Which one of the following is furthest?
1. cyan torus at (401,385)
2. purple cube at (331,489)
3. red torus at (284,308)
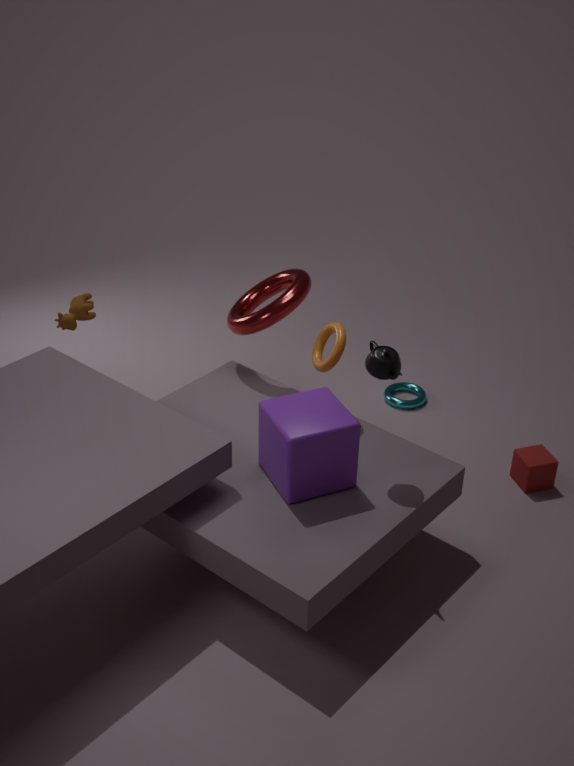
cyan torus at (401,385)
